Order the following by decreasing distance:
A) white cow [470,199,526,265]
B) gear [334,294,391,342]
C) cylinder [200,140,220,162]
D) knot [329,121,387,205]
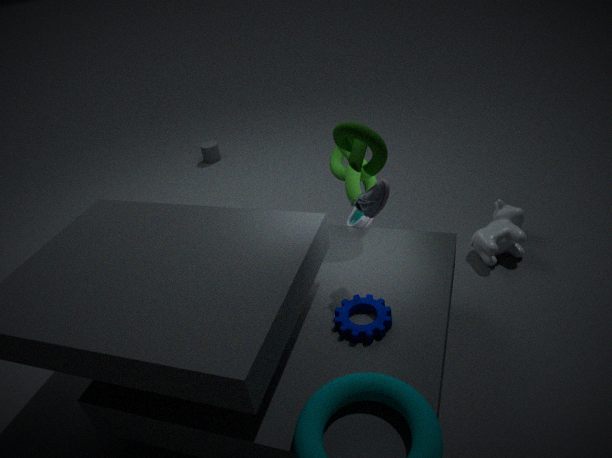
cylinder [200,140,220,162], white cow [470,199,526,265], knot [329,121,387,205], gear [334,294,391,342]
